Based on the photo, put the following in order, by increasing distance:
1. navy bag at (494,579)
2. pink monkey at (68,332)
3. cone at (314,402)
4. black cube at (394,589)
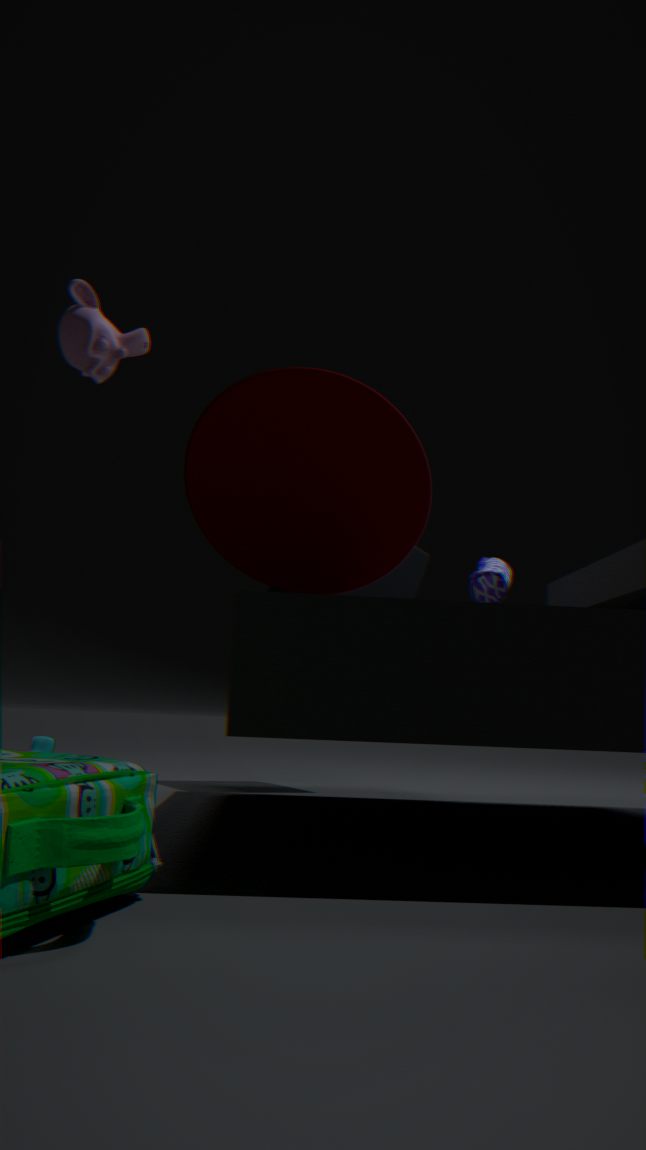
cone at (314,402) < pink monkey at (68,332) < navy bag at (494,579) < black cube at (394,589)
